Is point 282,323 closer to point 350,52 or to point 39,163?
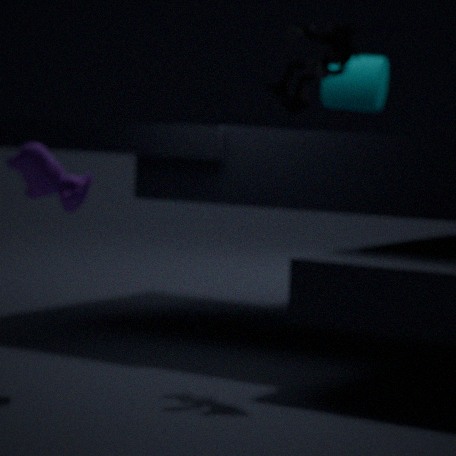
point 350,52
